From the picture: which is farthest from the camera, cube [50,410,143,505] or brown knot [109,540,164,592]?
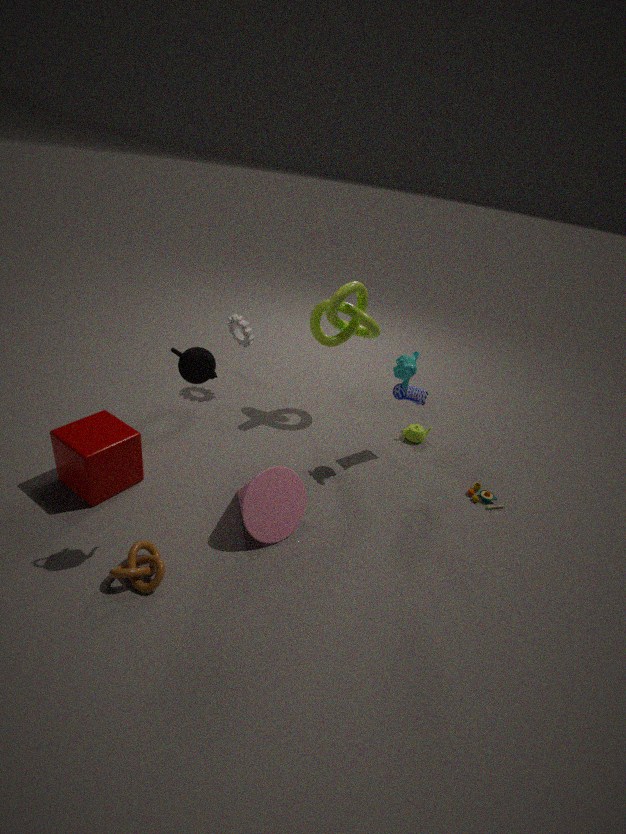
cube [50,410,143,505]
